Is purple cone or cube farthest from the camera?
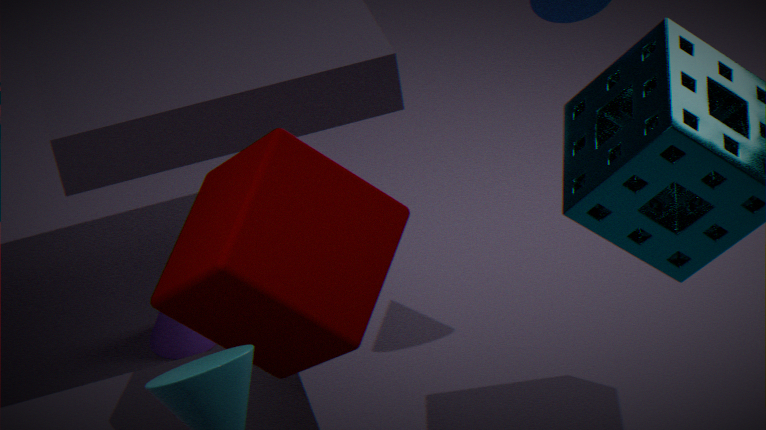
purple cone
